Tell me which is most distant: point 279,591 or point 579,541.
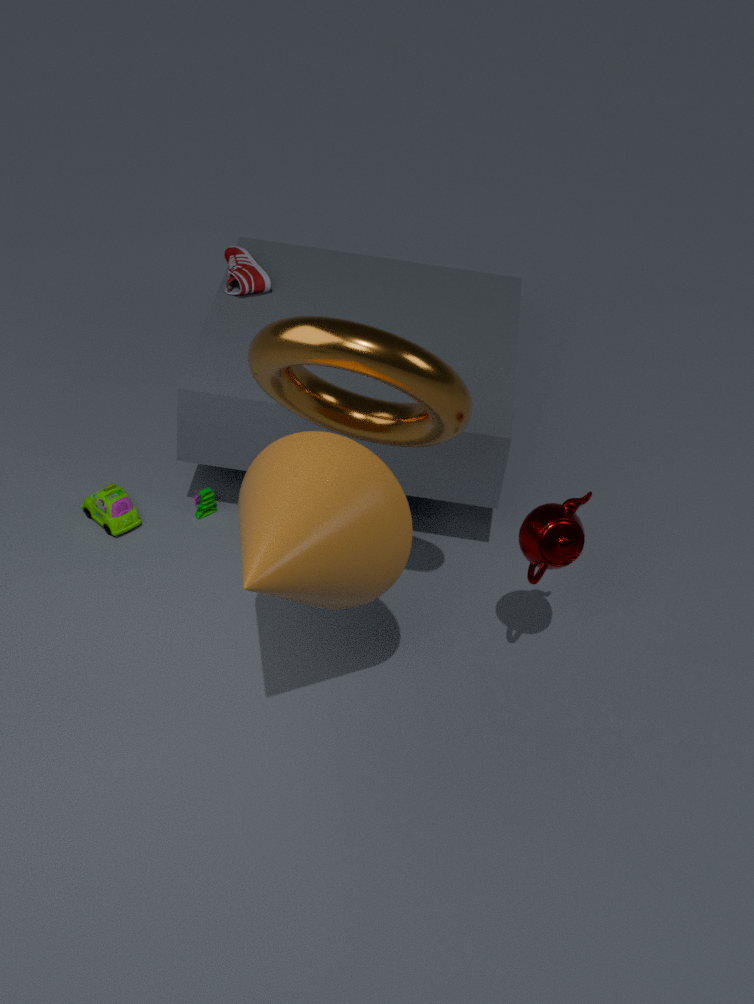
point 579,541
